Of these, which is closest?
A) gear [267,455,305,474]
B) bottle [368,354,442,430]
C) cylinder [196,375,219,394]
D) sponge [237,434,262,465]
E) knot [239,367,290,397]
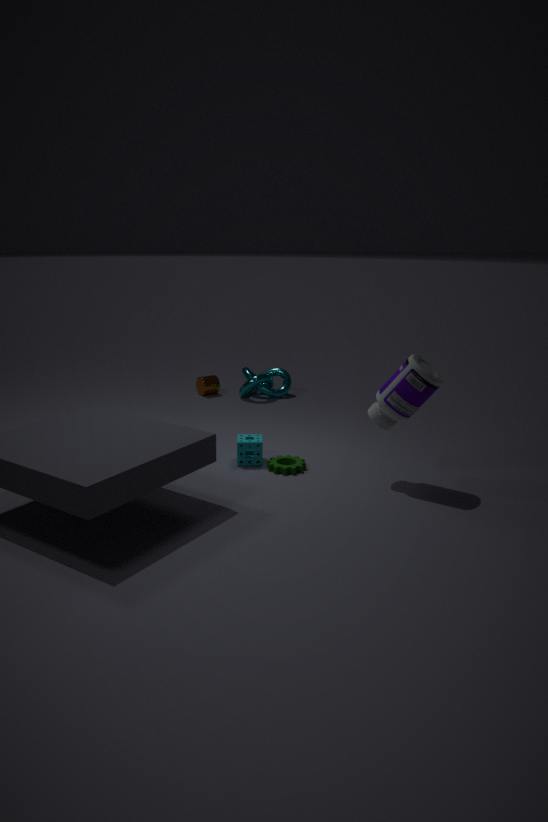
bottle [368,354,442,430]
